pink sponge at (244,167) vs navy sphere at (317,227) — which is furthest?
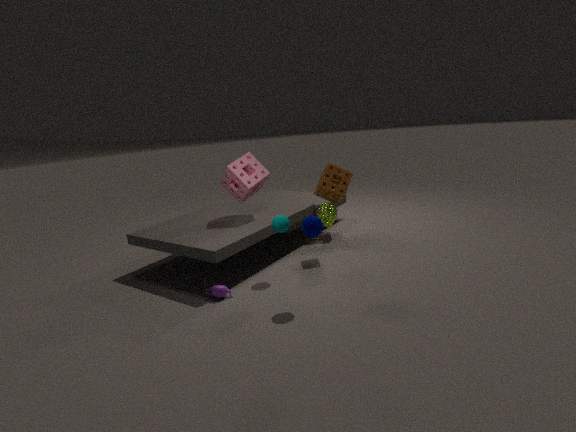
pink sponge at (244,167)
